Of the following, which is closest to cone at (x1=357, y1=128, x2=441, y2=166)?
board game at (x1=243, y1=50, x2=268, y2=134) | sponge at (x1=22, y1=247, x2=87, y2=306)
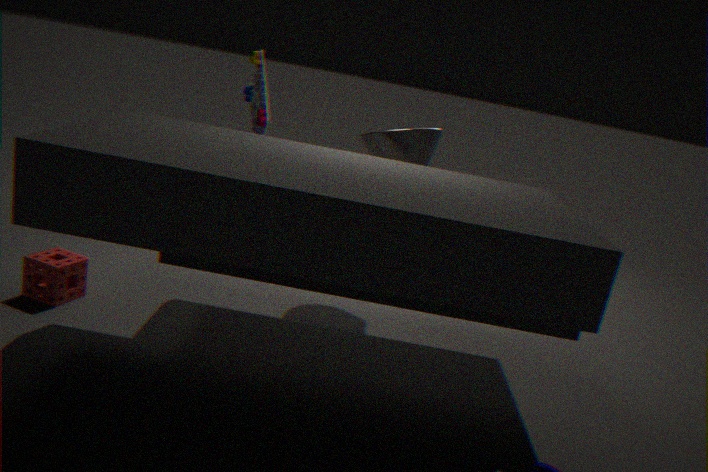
board game at (x1=243, y1=50, x2=268, y2=134)
